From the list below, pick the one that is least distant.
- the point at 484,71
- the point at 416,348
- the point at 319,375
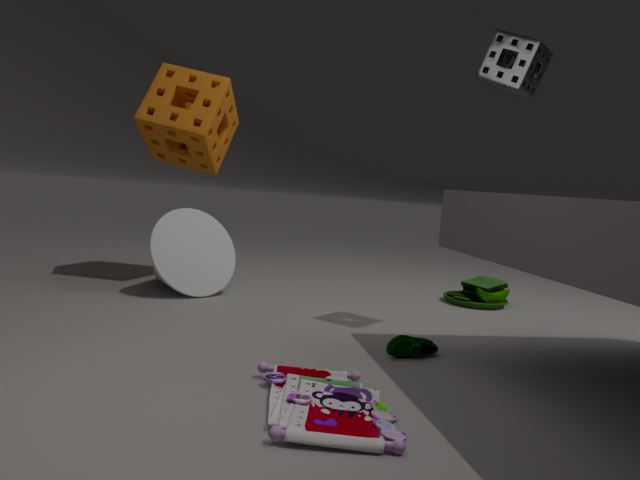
the point at 319,375
